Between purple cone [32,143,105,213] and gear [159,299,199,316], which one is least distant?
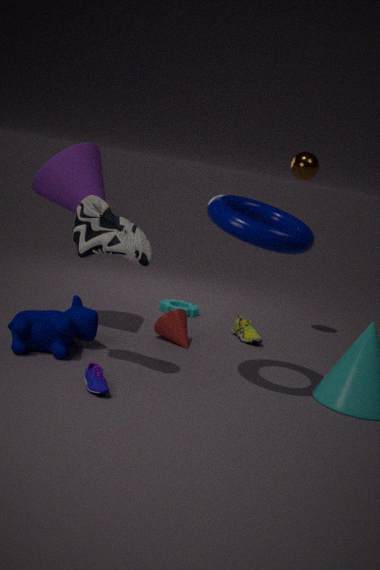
purple cone [32,143,105,213]
